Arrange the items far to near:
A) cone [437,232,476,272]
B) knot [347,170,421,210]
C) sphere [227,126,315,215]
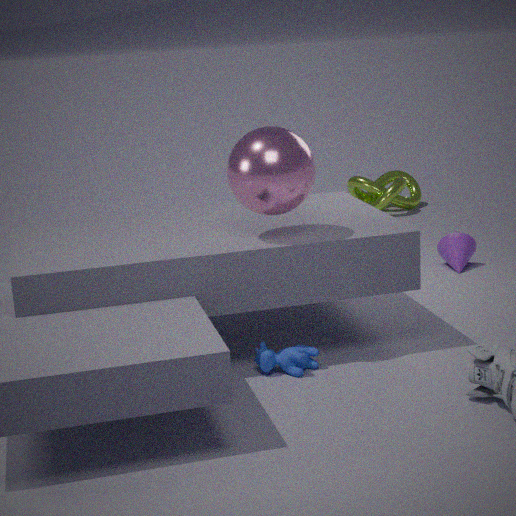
1. B. knot [347,170,421,210]
2. A. cone [437,232,476,272]
3. C. sphere [227,126,315,215]
